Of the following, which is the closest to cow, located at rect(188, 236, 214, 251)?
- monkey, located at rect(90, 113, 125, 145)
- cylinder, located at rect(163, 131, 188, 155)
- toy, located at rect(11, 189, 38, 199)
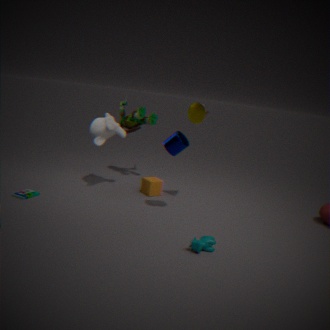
cylinder, located at rect(163, 131, 188, 155)
